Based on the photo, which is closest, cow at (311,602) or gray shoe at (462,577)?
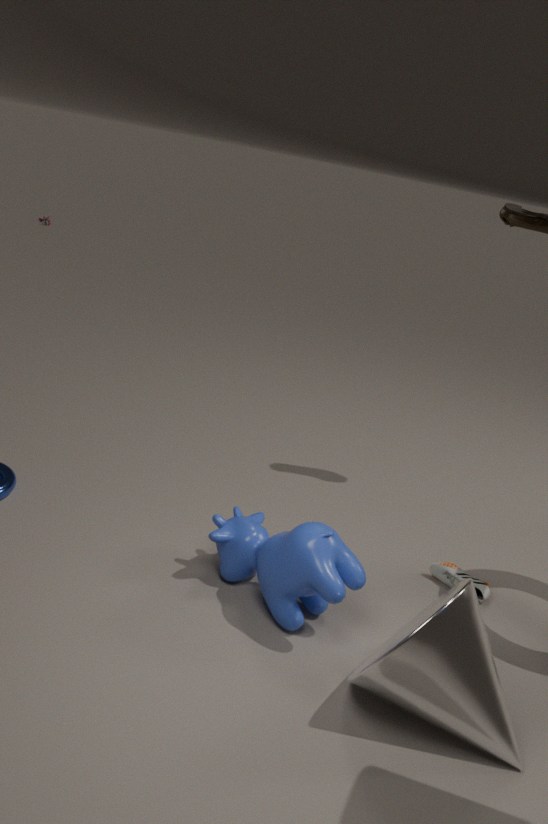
cow at (311,602)
